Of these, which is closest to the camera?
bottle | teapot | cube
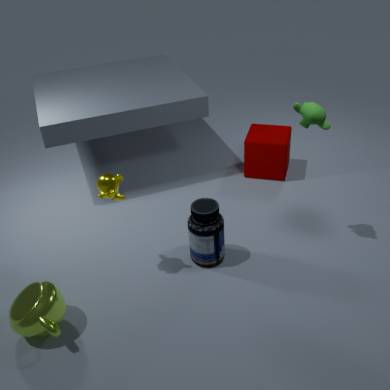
teapot
